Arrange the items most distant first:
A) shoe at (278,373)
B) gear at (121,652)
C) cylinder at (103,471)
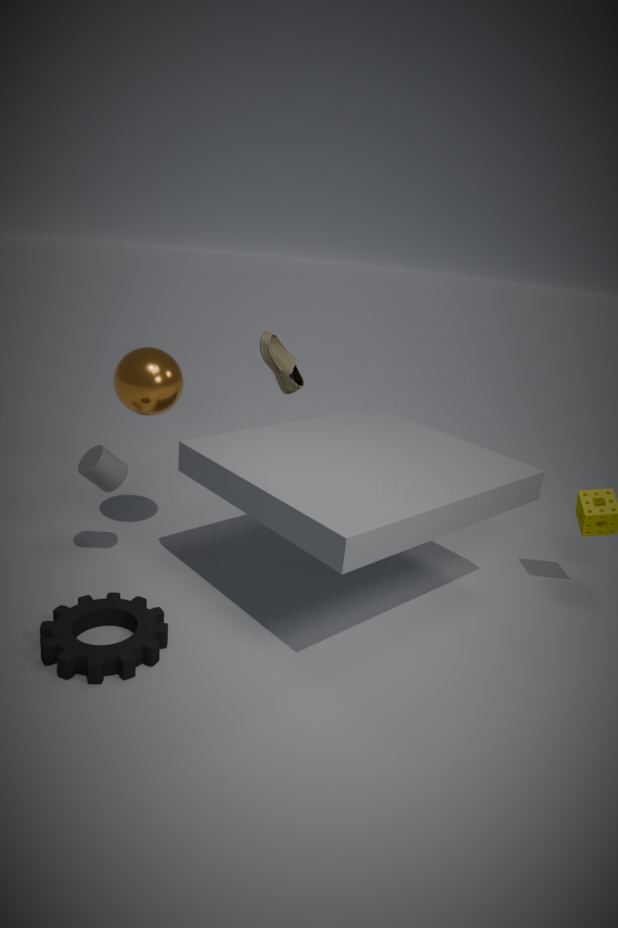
shoe at (278,373), cylinder at (103,471), gear at (121,652)
